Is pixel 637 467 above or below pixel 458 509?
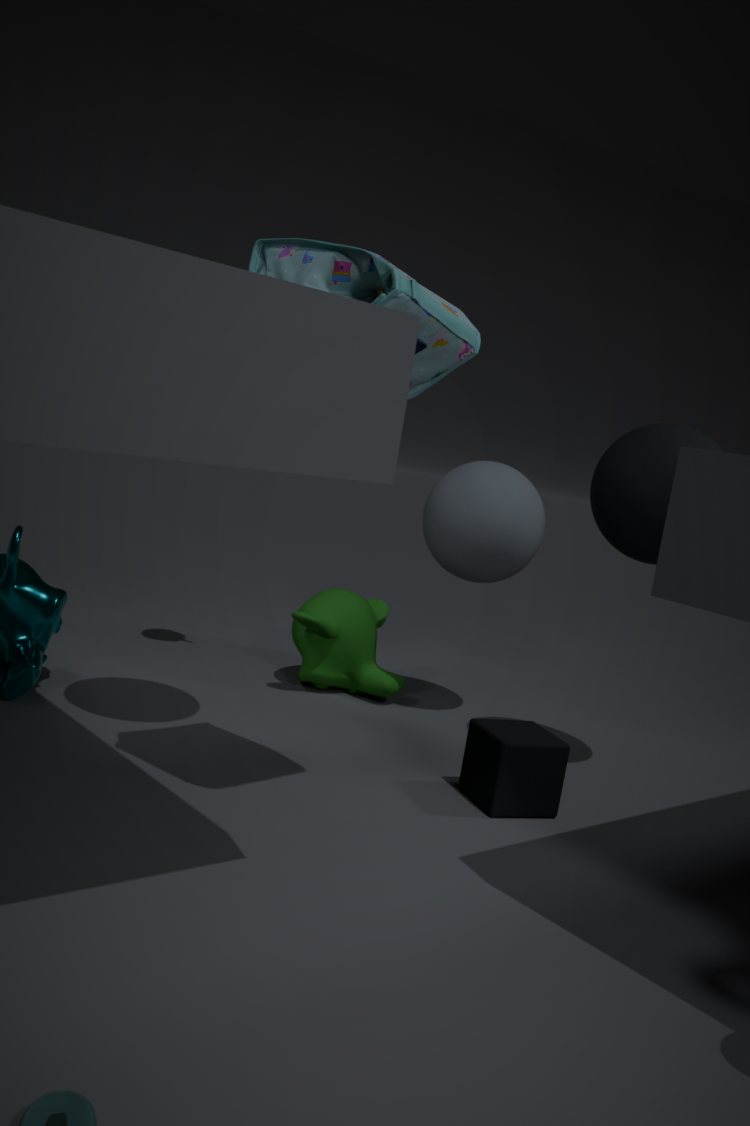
above
